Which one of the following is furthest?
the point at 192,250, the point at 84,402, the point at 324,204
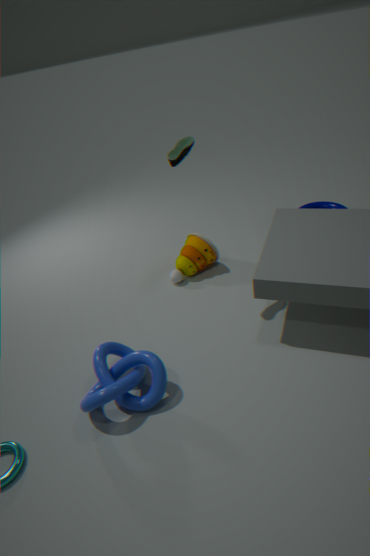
the point at 324,204
